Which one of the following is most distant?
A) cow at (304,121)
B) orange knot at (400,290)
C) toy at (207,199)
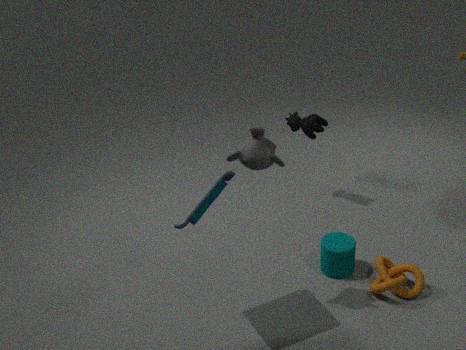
cow at (304,121)
